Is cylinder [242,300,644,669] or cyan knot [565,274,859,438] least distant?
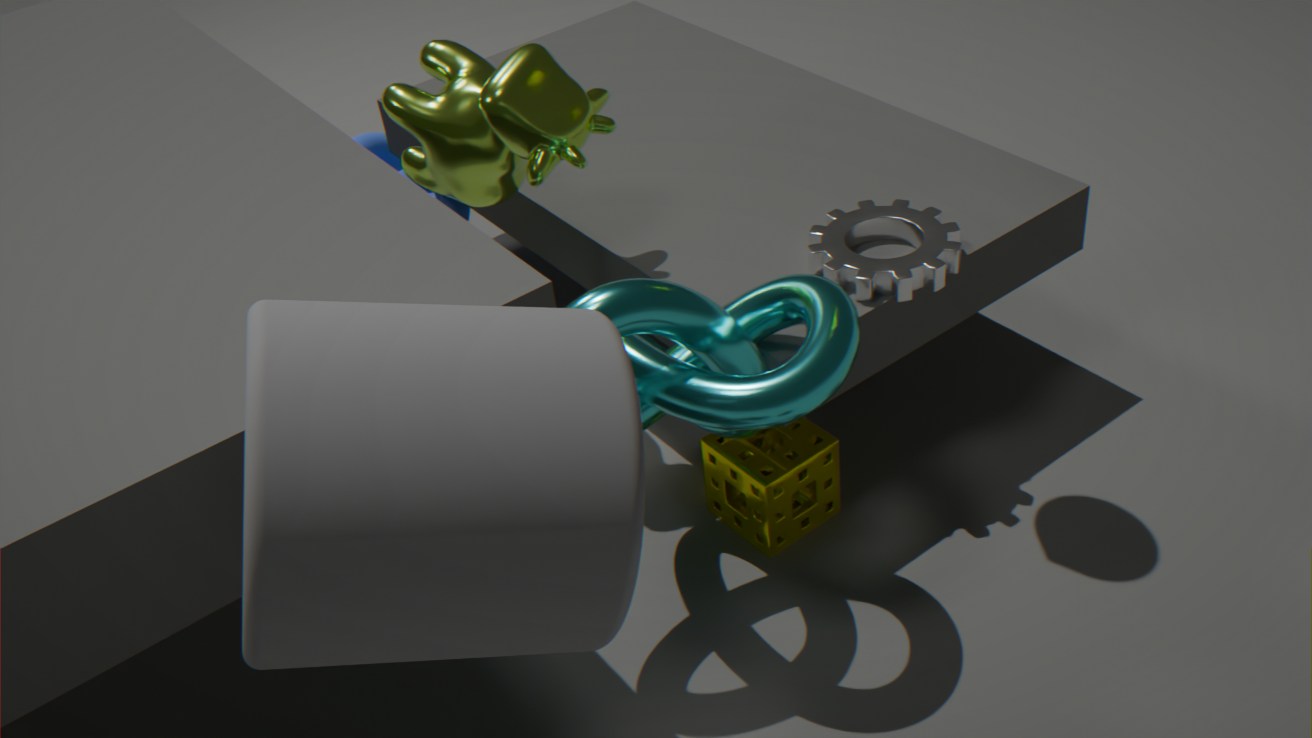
cylinder [242,300,644,669]
